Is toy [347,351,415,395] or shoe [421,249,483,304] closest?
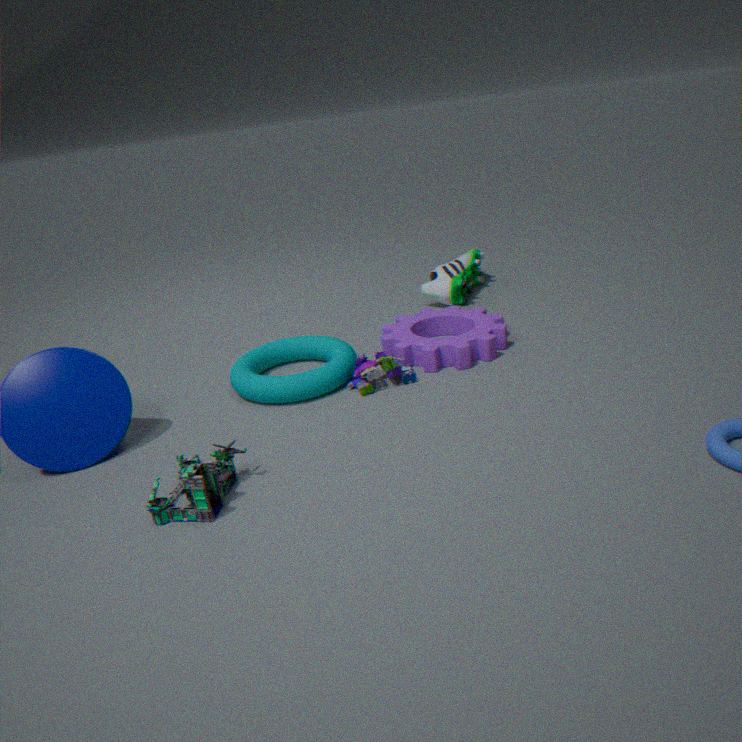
toy [347,351,415,395]
